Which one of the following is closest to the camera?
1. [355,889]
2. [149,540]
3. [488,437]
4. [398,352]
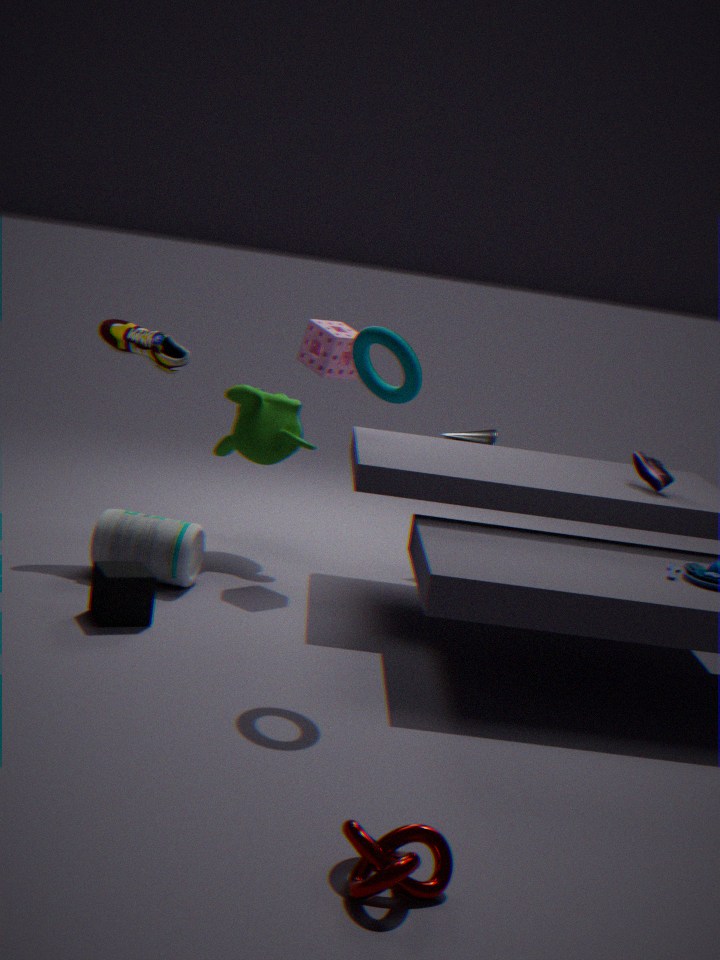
[355,889]
